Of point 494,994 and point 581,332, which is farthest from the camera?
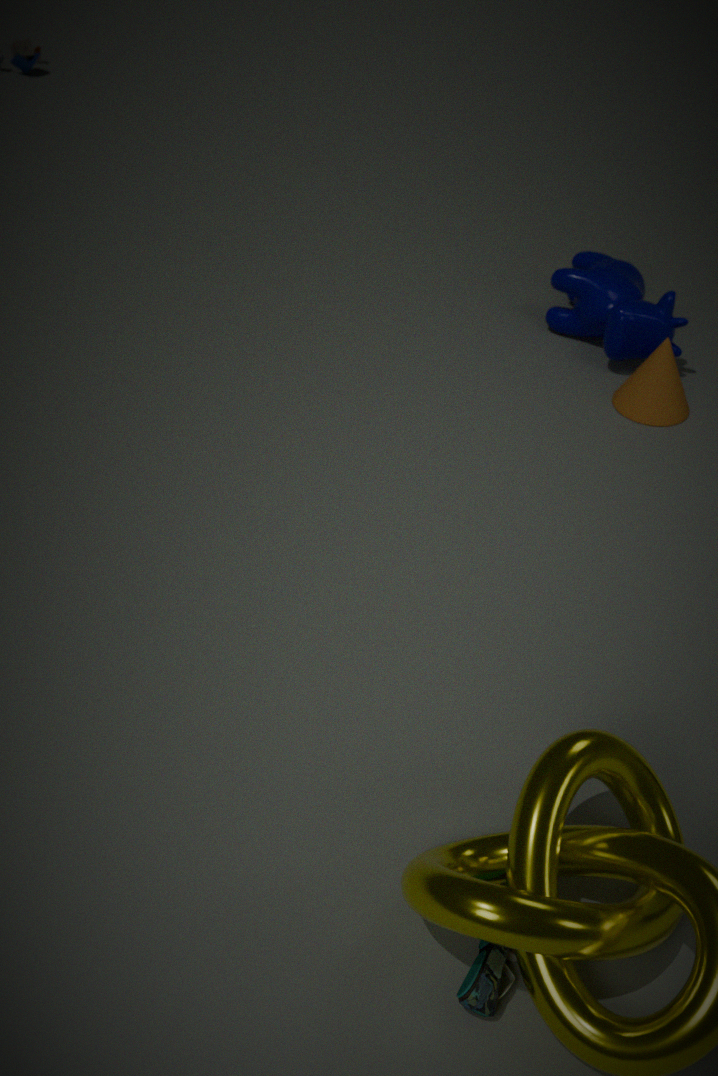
point 581,332
